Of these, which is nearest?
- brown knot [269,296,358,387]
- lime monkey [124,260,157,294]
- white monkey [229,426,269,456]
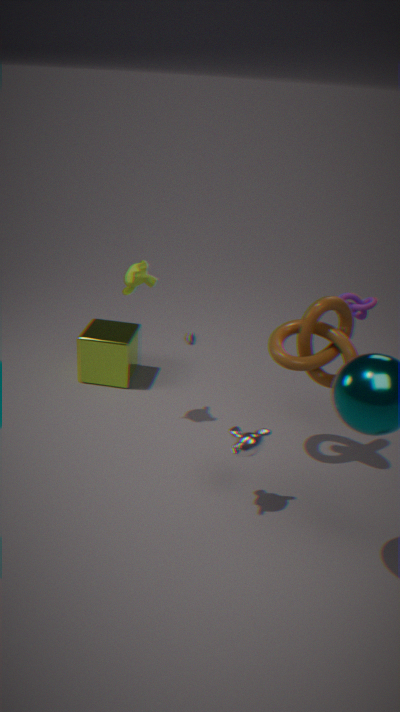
white monkey [229,426,269,456]
